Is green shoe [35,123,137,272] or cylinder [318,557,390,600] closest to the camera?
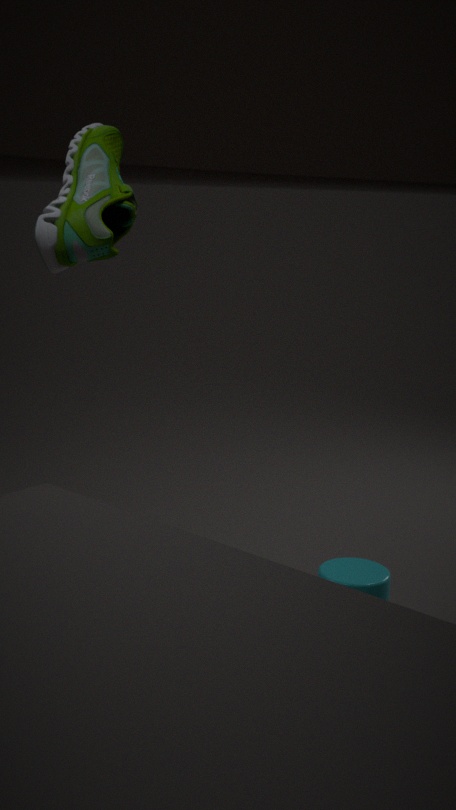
green shoe [35,123,137,272]
